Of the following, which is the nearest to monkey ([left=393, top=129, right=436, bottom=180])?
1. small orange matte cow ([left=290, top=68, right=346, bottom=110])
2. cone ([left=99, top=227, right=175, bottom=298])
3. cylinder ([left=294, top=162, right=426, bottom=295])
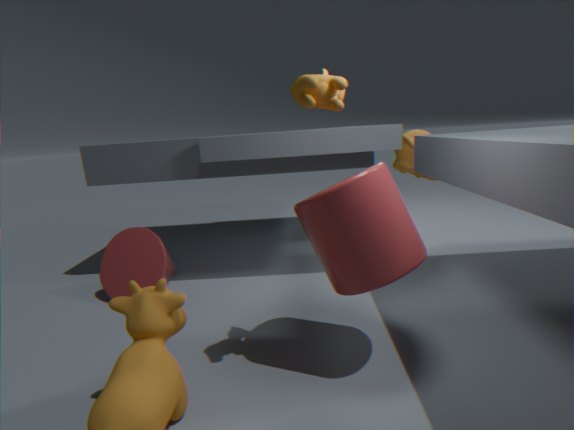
cylinder ([left=294, top=162, right=426, bottom=295])
